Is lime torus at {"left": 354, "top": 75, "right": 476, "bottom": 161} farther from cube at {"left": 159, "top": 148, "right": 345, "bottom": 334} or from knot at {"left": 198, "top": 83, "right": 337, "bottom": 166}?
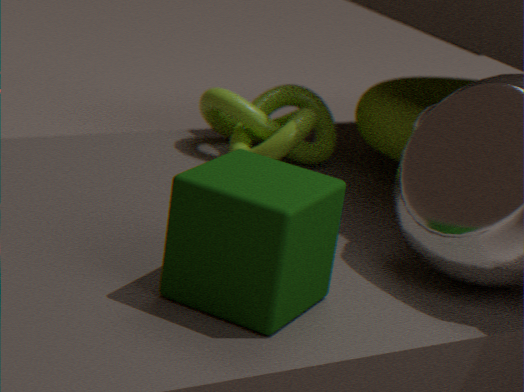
cube at {"left": 159, "top": 148, "right": 345, "bottom": 334}
